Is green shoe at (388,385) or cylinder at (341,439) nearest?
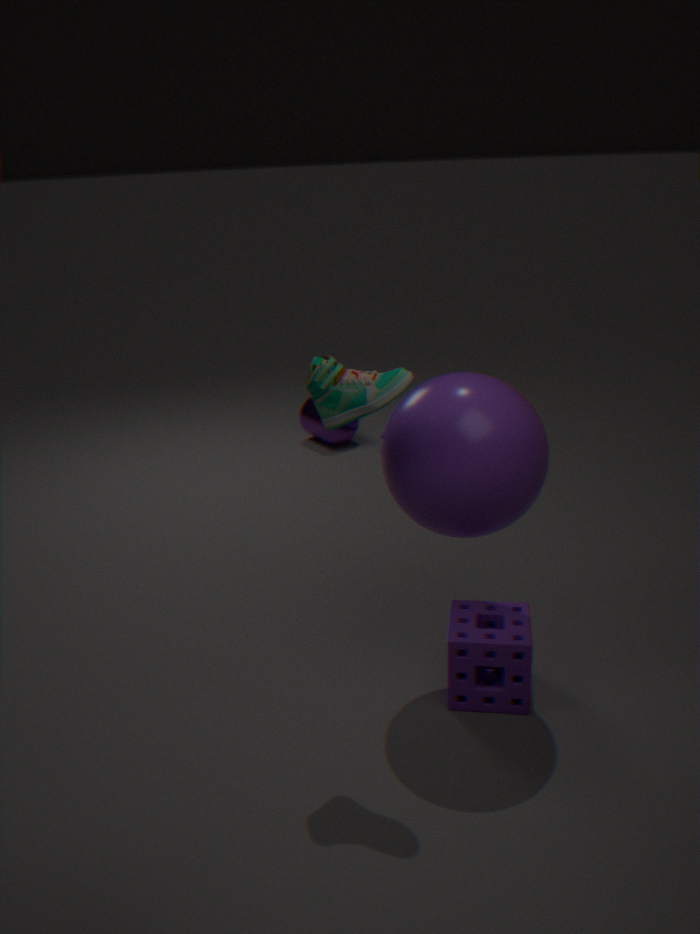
green shoe at (388,385)
